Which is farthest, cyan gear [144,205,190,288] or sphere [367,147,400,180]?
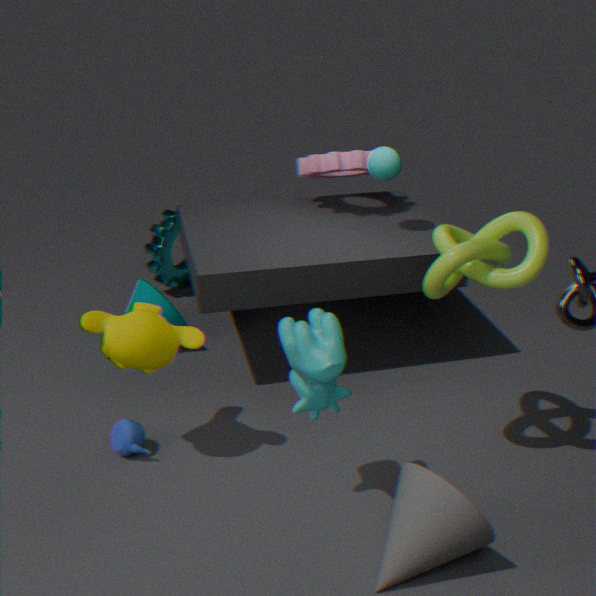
cyan gear [144,205,190,288]
